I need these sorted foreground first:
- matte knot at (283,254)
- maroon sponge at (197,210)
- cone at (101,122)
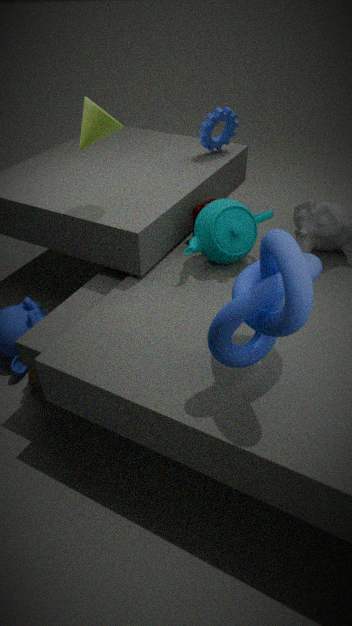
matte knot at (283,254) → cone at (101,122) → maroon sponge at (197,210)
